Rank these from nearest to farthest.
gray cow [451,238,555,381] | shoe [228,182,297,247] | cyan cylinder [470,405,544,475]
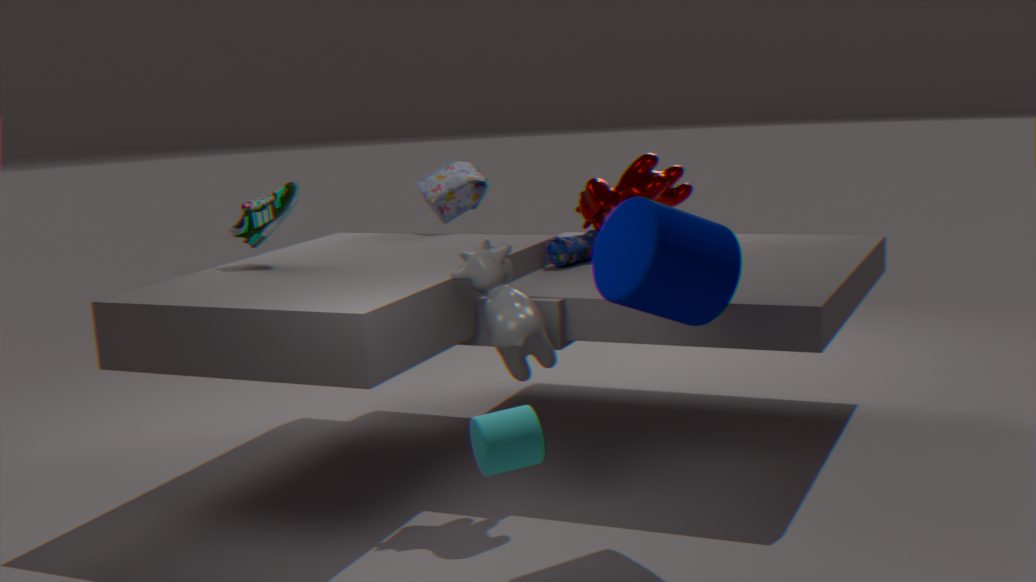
cyan cylinder [470,405,544,475]
gray cow [451,238,555,381]
shoe [228,182,297,247]
